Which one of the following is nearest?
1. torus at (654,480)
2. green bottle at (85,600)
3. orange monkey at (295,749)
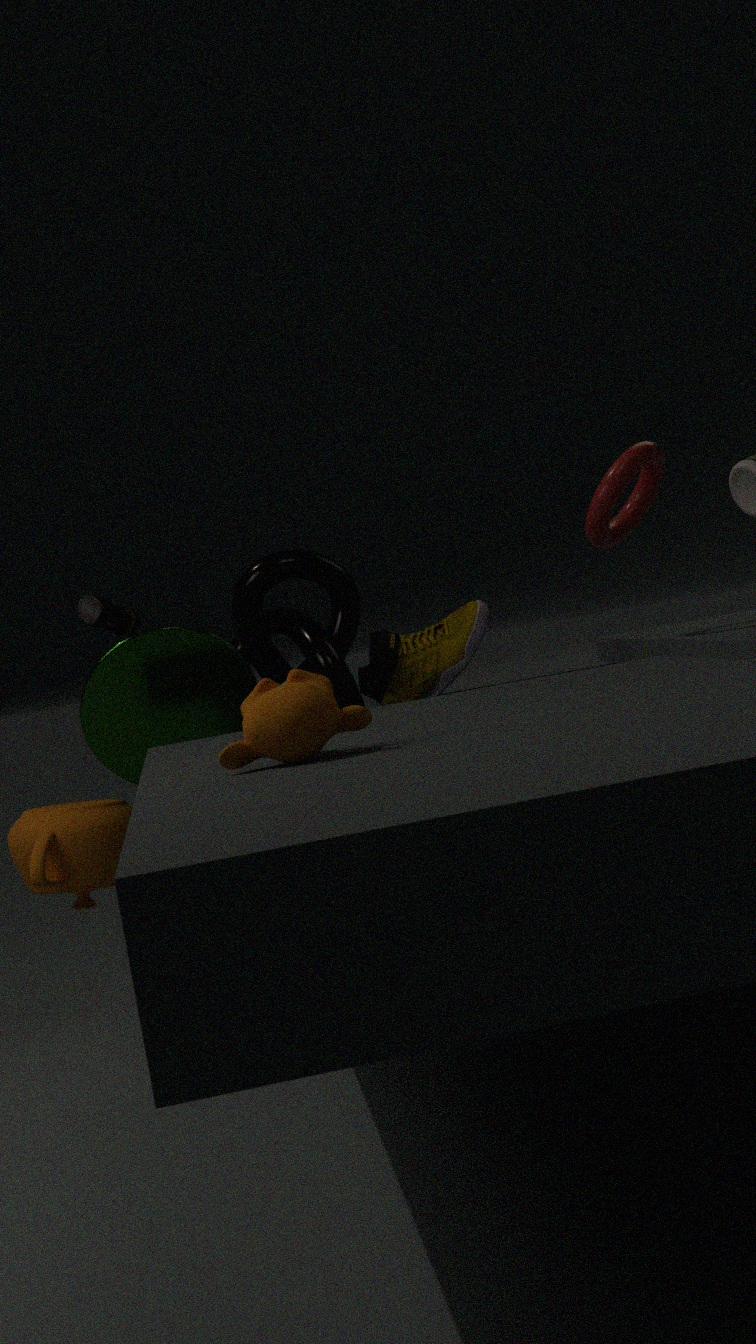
orange monkey at (295,749)
